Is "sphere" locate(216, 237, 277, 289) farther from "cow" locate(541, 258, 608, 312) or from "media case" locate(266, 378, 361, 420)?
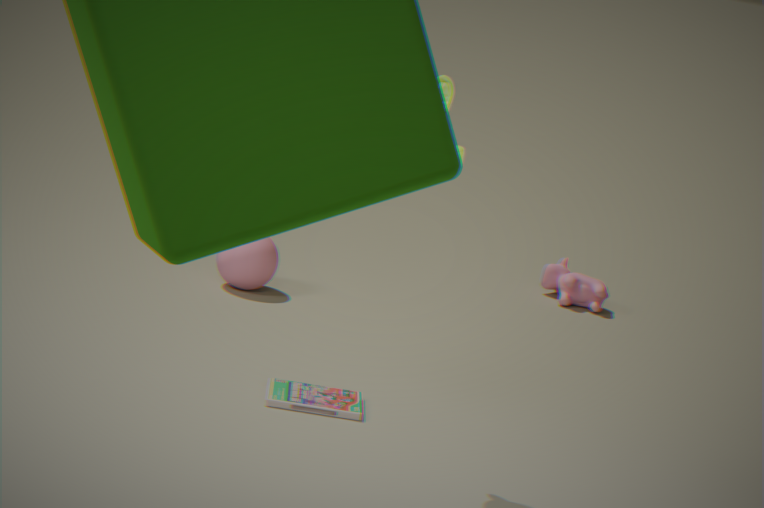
"cow" locate(541, 258, 608, 312)
